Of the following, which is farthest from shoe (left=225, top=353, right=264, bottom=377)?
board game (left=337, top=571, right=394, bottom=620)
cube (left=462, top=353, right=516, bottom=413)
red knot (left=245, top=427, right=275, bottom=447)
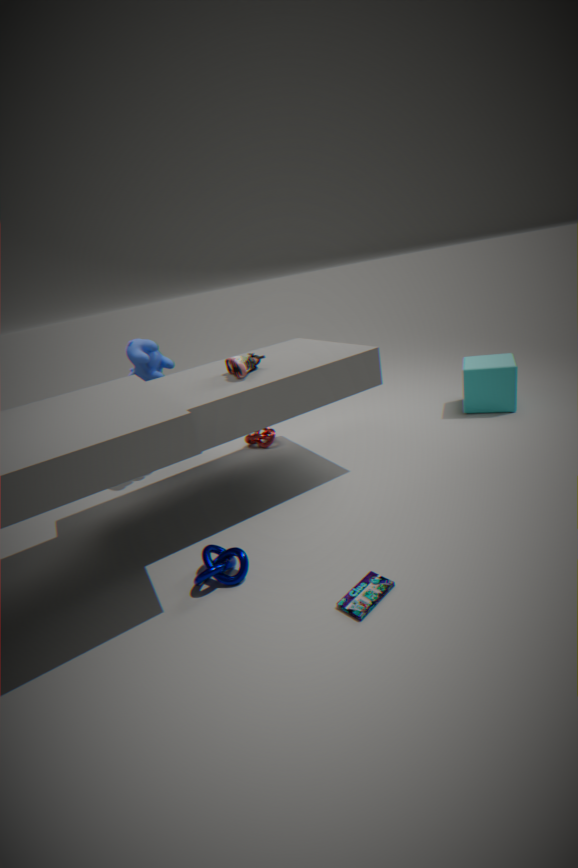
cube (left=462, top=353, right=516, bottom=413)
